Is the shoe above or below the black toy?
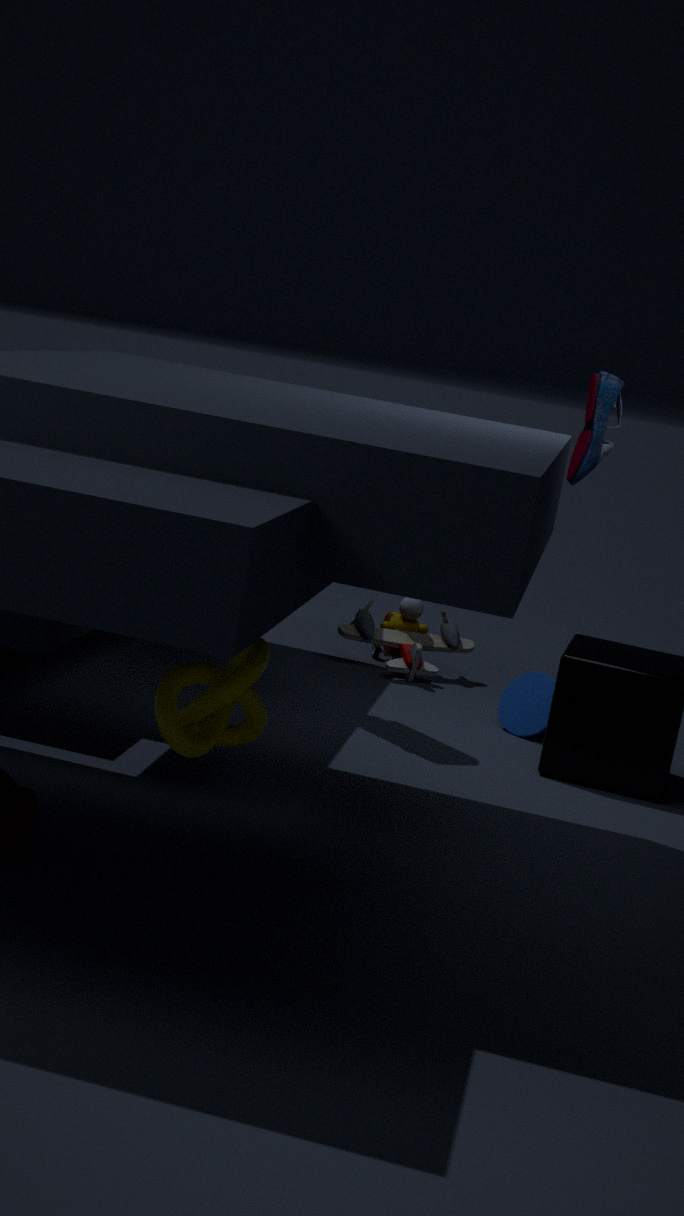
above
